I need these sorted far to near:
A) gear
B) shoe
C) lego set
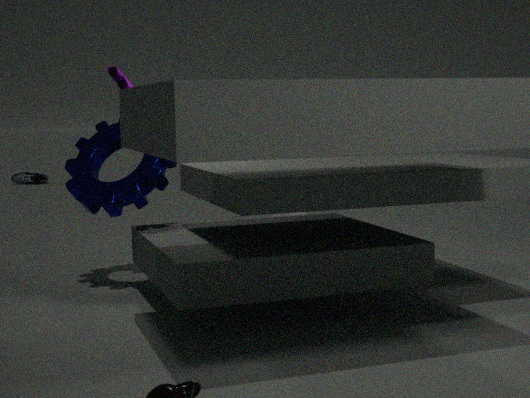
shoe < lego set < gear
